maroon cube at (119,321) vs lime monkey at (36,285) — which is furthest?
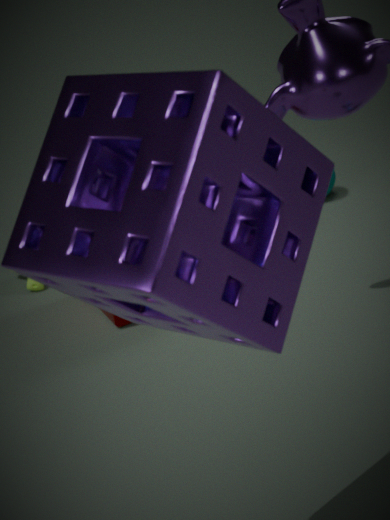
lime monkey at (36,285)
